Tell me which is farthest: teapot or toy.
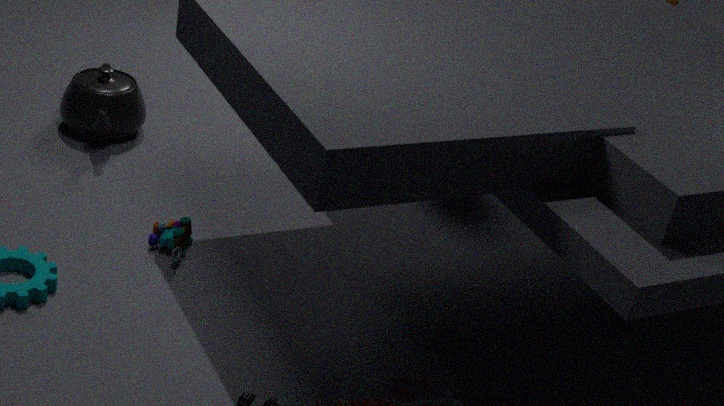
teapot
